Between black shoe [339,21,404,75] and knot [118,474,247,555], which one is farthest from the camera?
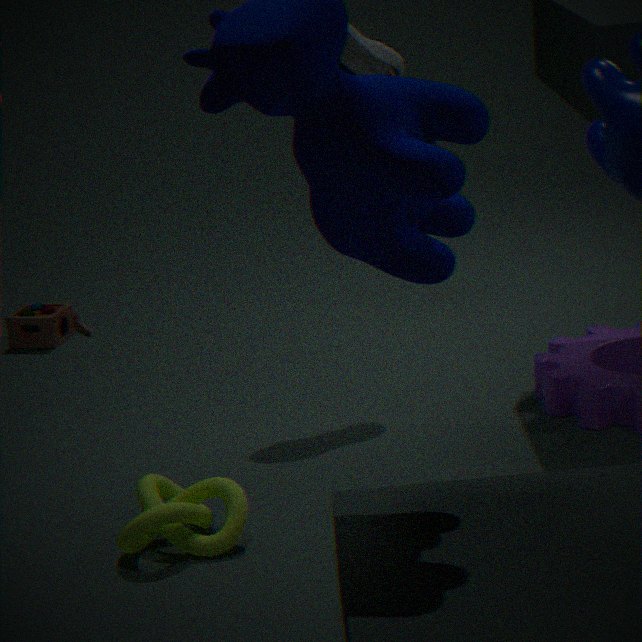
black shoe [339,21,404,75]
